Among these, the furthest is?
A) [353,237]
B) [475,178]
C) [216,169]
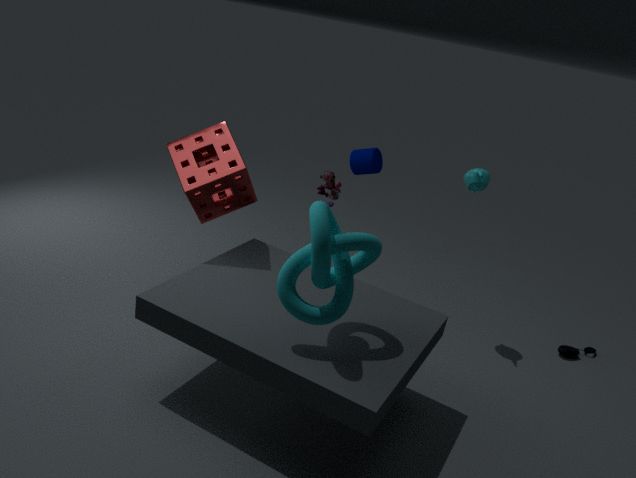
[475,178]
